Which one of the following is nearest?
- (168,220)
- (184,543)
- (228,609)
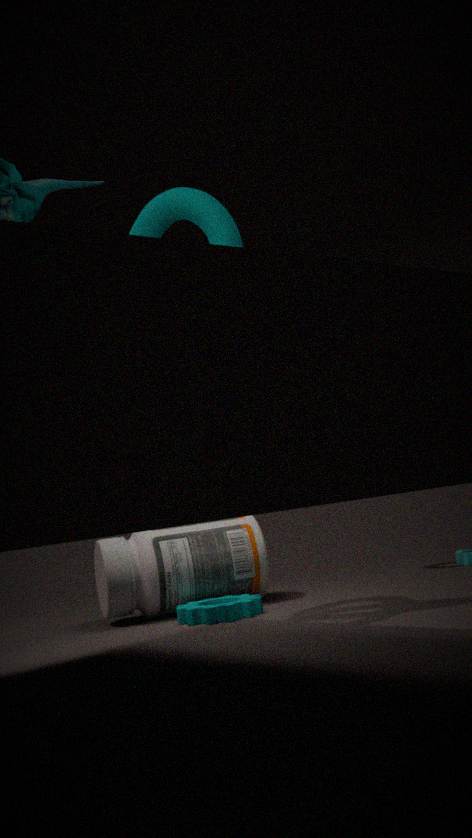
(168,220)
